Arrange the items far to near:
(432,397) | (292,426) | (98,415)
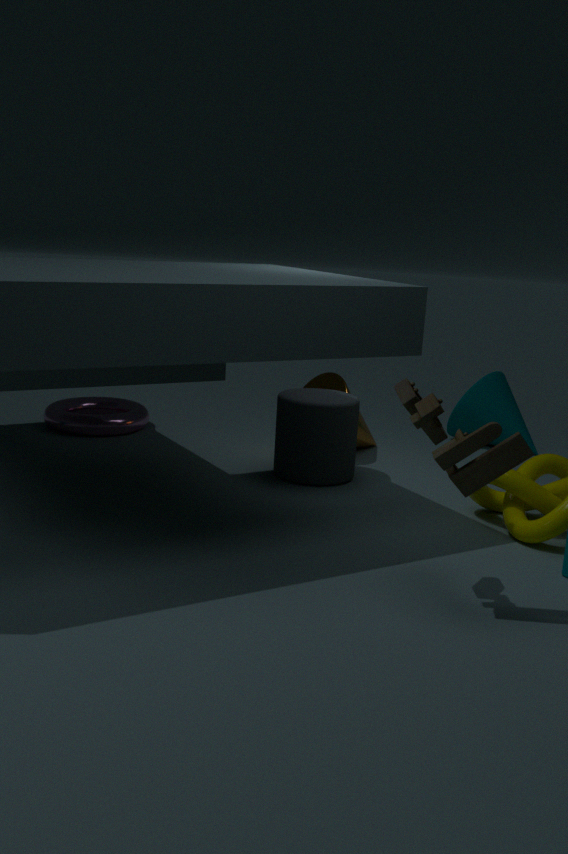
1. (98,415)
2. (292,426)
3. (432,397)
